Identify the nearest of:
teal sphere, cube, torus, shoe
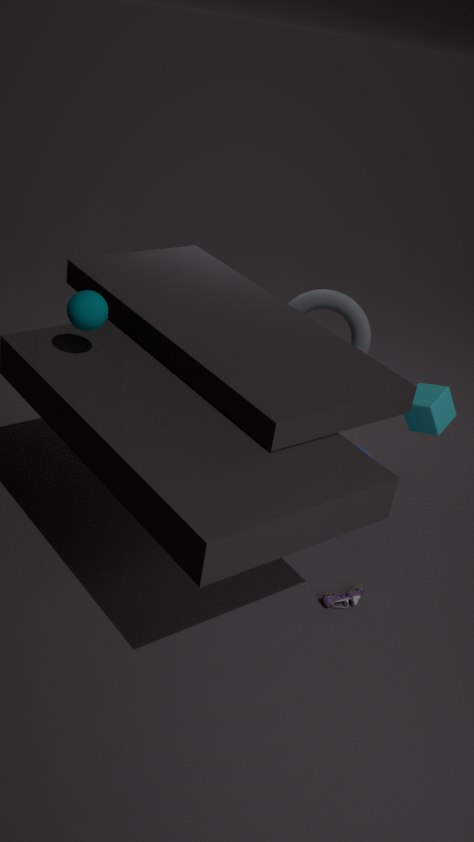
teal sphere
